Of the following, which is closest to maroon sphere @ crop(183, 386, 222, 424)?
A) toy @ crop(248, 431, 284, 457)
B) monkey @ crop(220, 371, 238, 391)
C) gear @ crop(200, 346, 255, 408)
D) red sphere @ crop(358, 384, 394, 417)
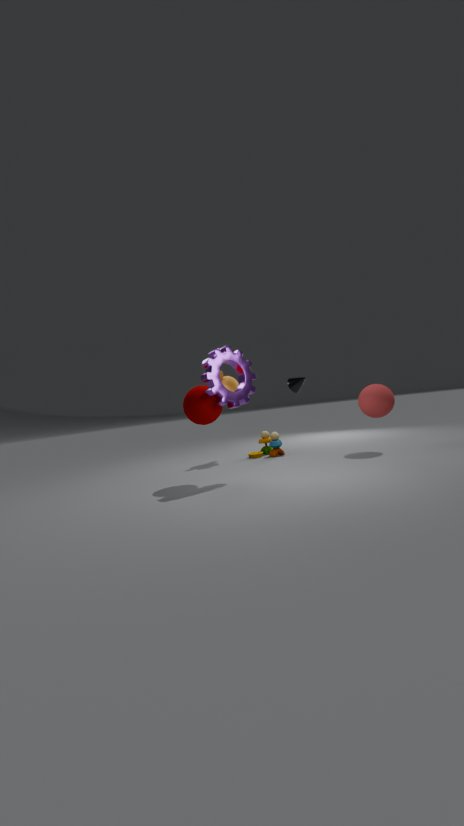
gear @ crop(200, 346, 255, 408)
